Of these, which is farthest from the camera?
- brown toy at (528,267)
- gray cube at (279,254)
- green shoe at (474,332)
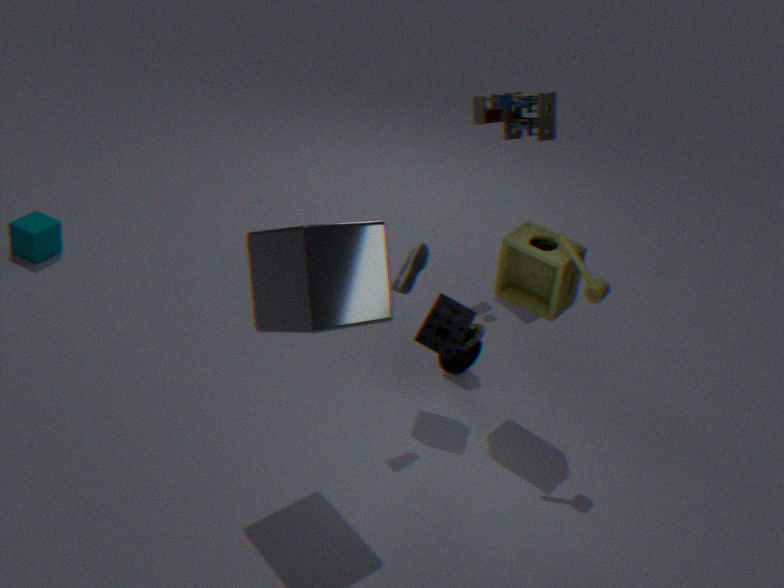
green shoe at (474,332)
